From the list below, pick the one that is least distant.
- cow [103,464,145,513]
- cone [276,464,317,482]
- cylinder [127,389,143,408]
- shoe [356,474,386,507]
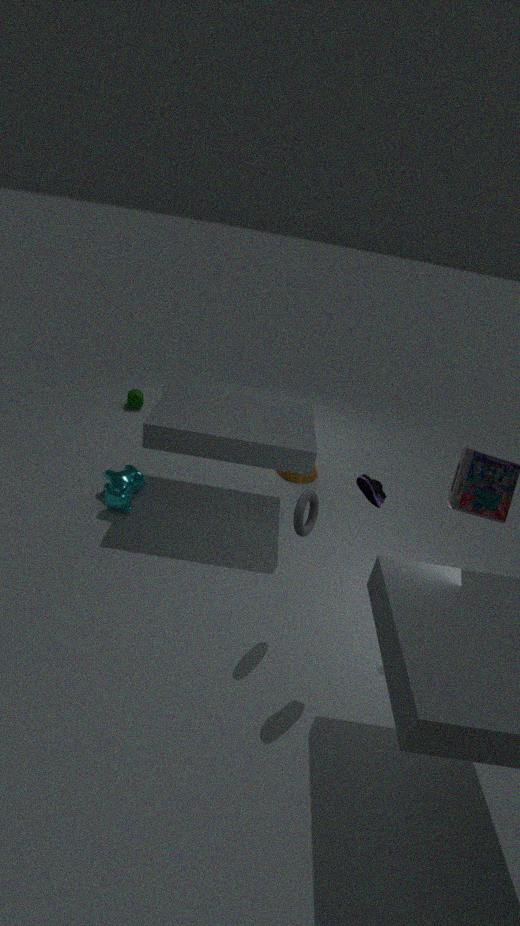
shoe [356,474,386,507]
